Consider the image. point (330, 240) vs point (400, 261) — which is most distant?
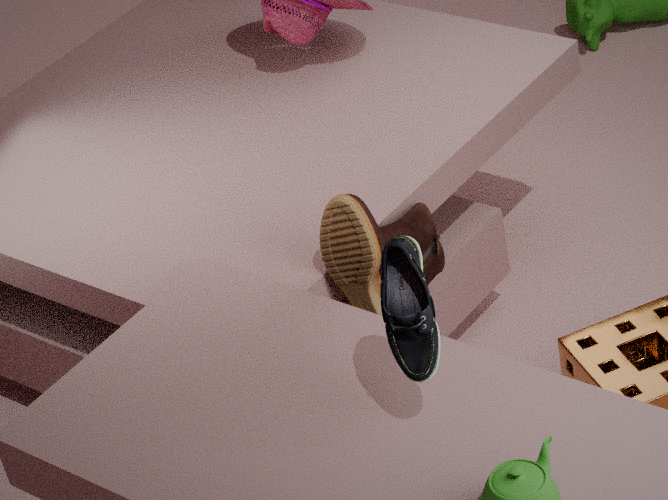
point (330, 240)
